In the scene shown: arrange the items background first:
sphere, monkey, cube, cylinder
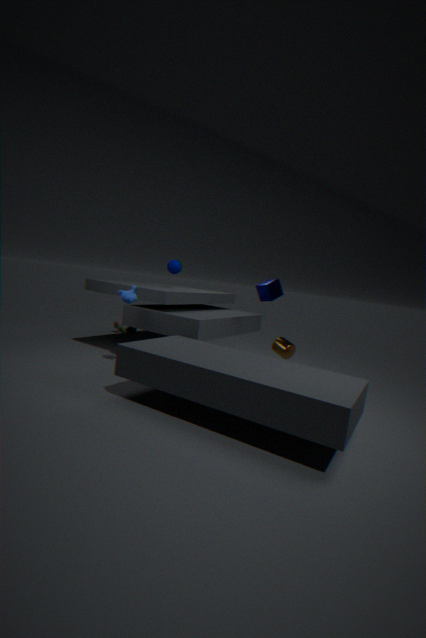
sphere, cylinder, monkey, cube
